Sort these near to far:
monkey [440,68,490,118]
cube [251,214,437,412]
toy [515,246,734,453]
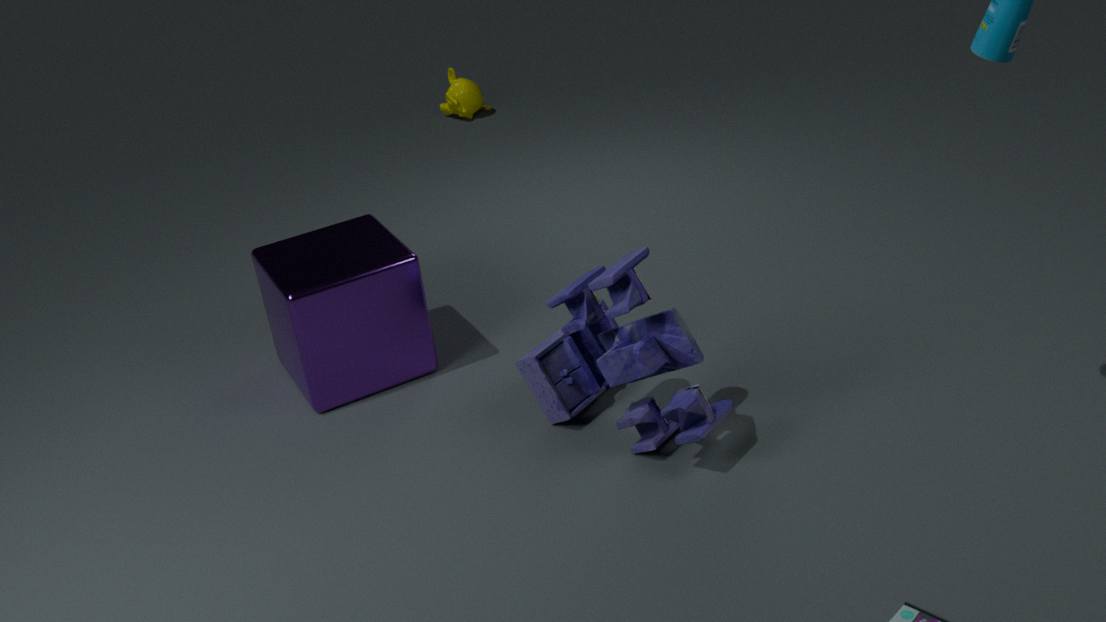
1. toy [515,246,734,453]
2. cube [251,214,437,412]
3. monkey [440,68,490,118]
